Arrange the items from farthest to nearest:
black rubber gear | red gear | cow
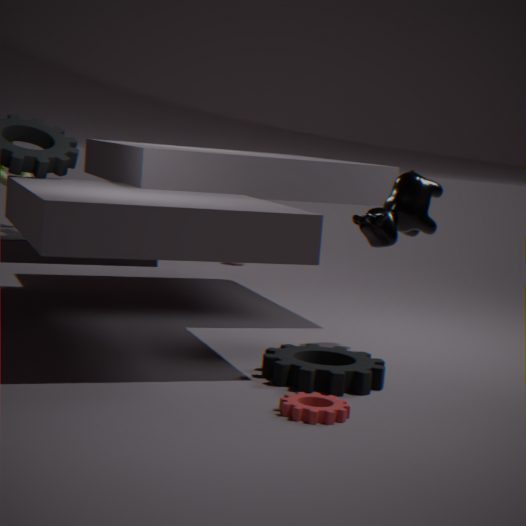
cow → black rubber gear → red gear
